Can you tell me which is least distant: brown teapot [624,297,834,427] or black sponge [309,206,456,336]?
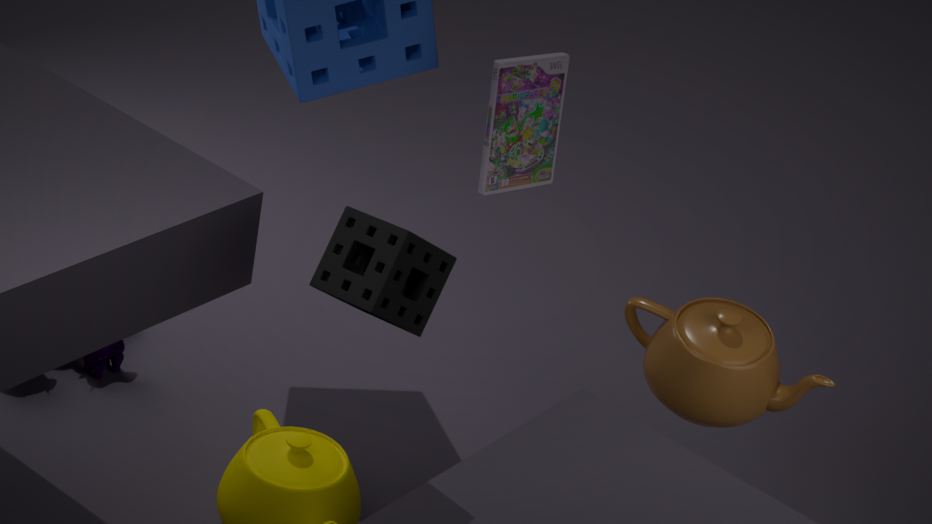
black sponge [309,206,456,336]
